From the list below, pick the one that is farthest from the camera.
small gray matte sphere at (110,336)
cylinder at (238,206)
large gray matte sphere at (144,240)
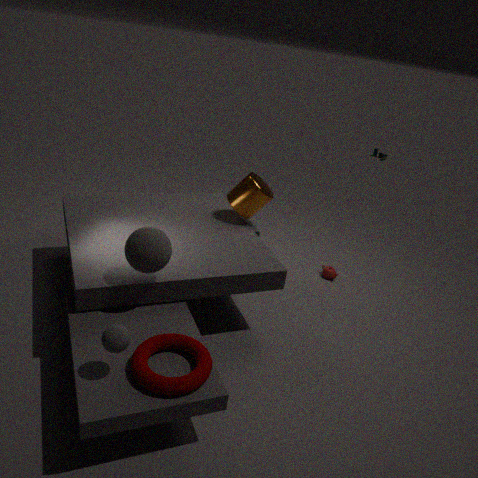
cylinder at (238,206)
